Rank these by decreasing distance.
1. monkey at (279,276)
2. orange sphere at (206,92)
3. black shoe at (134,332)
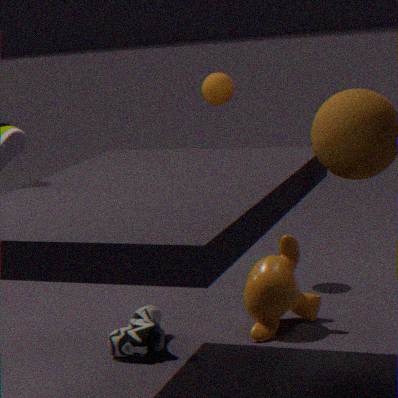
1. orange sphere at (206,92)
2. monkey at (279,276)
3. black shoe at (134,332)
